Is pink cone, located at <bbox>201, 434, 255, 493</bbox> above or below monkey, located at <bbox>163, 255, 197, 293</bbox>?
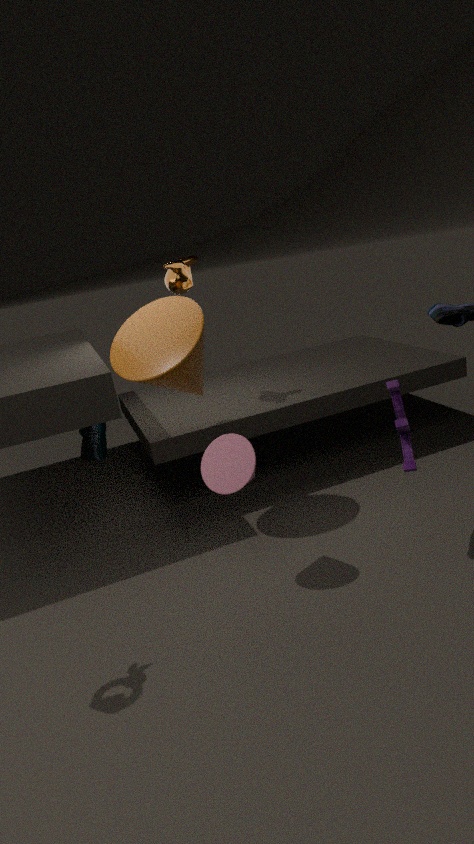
below
